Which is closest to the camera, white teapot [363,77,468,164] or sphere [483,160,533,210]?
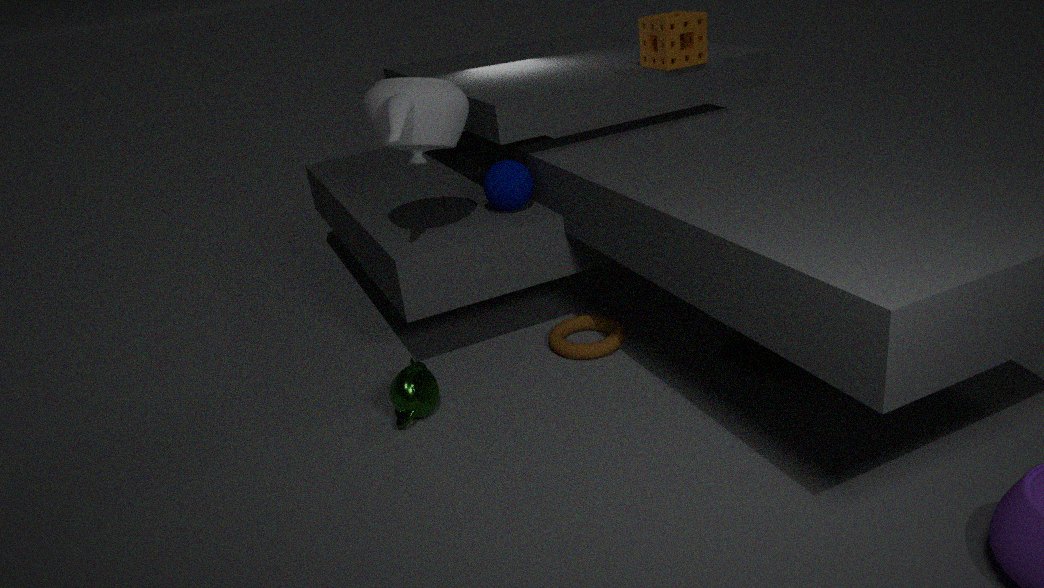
white teapot [363,77,468,164]
